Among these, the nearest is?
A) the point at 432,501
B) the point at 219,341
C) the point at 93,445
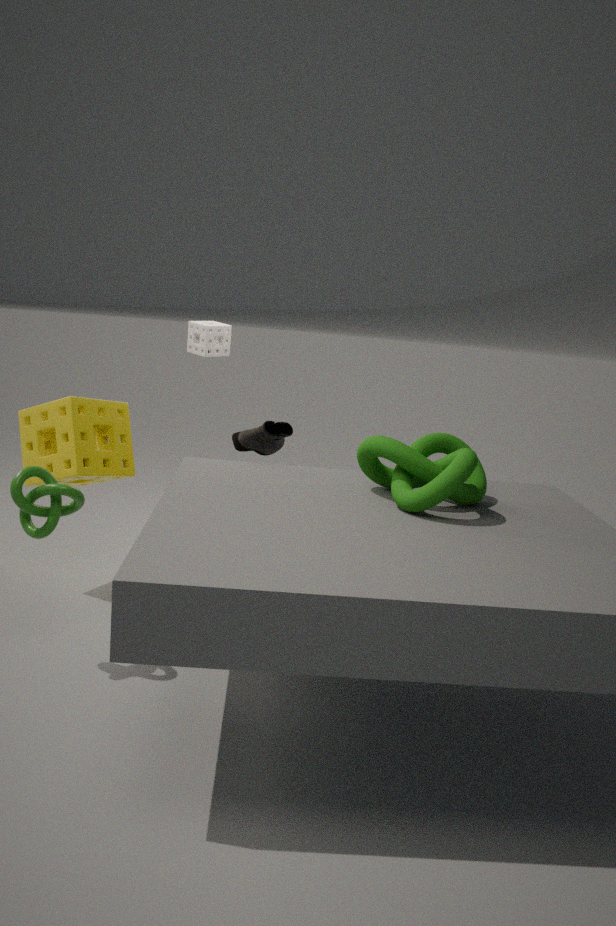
the point at 432,501
